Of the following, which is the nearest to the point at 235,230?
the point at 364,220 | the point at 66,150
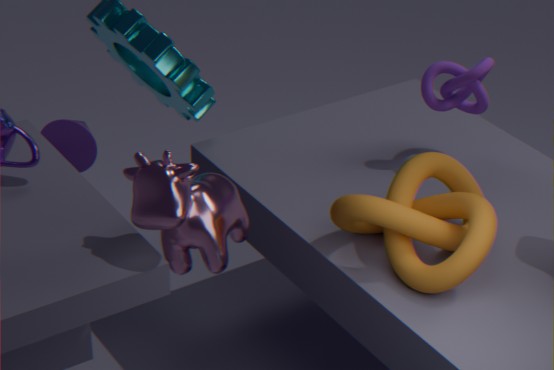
the point at 364,220
